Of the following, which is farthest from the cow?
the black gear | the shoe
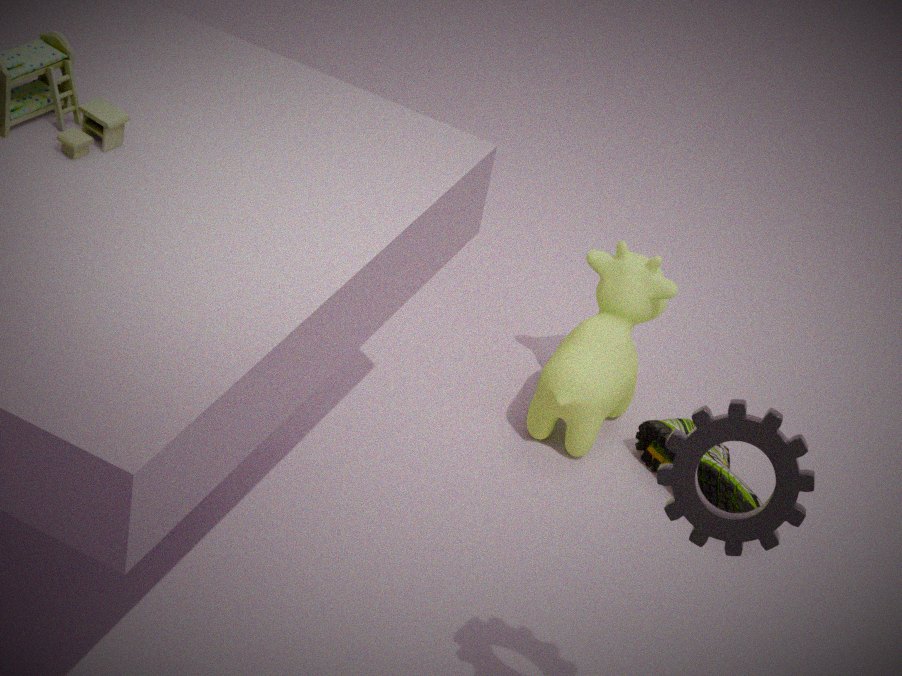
the black gear
